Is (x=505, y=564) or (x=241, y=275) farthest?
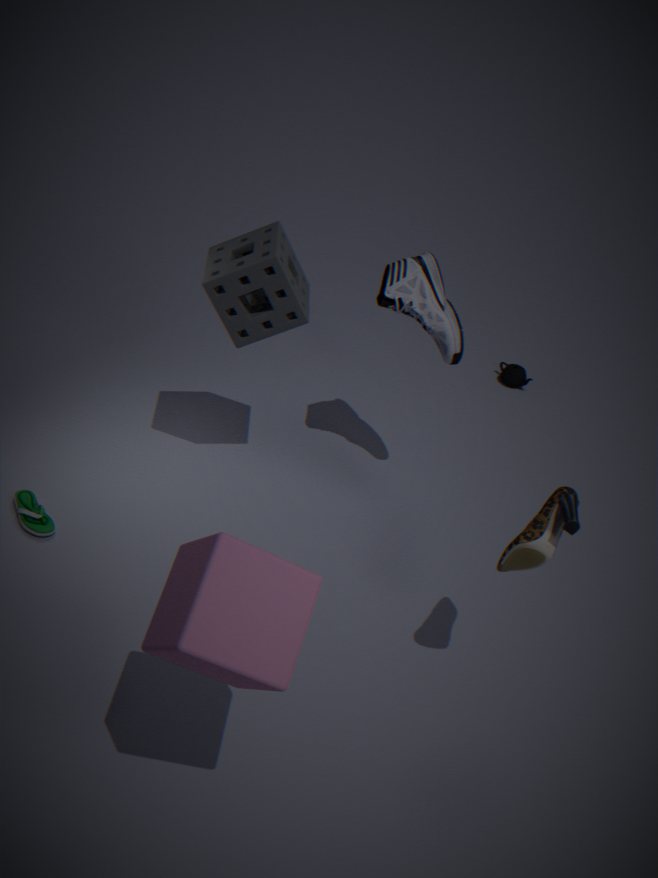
(x=241, y=275)
